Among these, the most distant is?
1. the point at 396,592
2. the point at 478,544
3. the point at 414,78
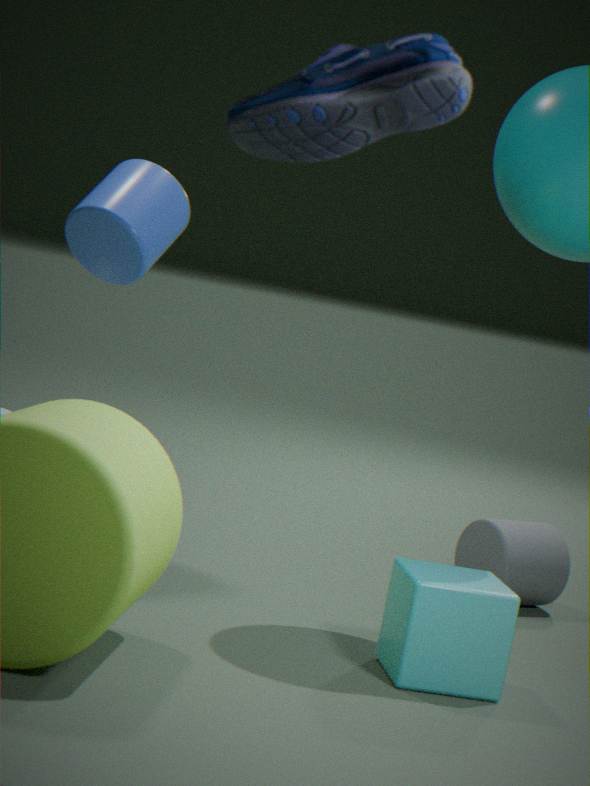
the point at 478,544
